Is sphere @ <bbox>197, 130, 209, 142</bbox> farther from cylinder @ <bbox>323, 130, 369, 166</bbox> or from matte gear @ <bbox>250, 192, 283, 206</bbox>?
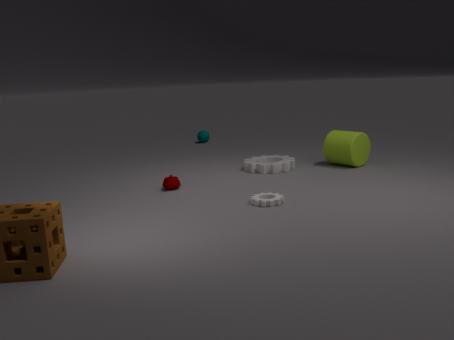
matte gear @ <bbox>250, 192, 283, 206</bbox>
